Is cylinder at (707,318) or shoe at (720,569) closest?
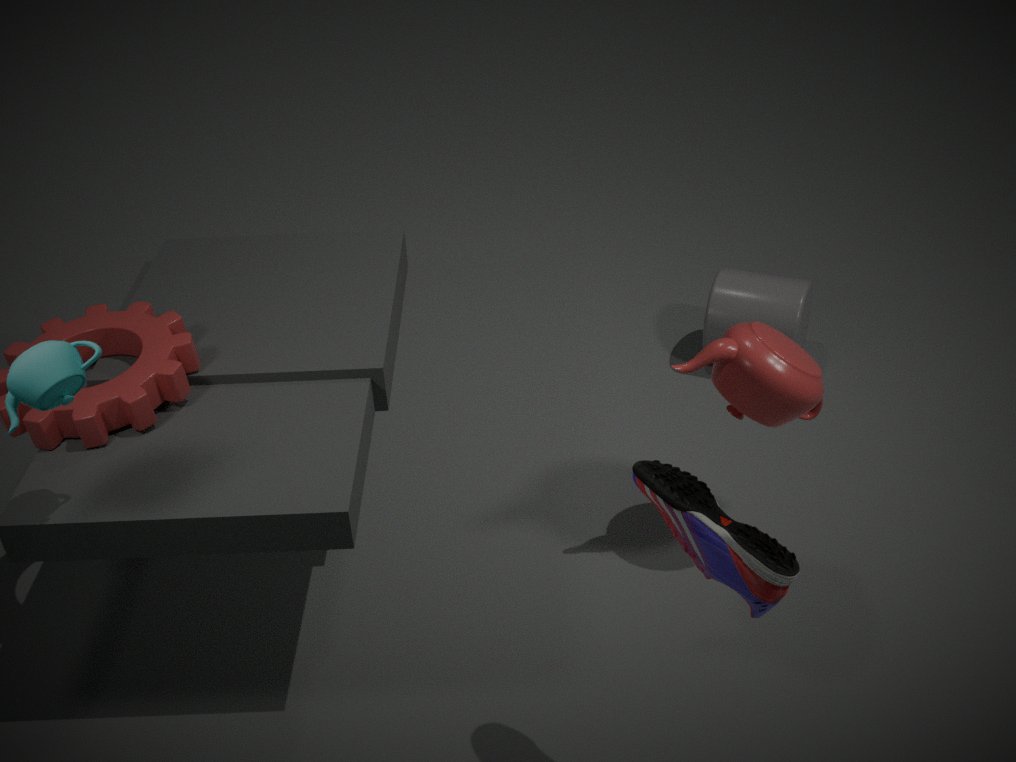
shoe at (720,569)
